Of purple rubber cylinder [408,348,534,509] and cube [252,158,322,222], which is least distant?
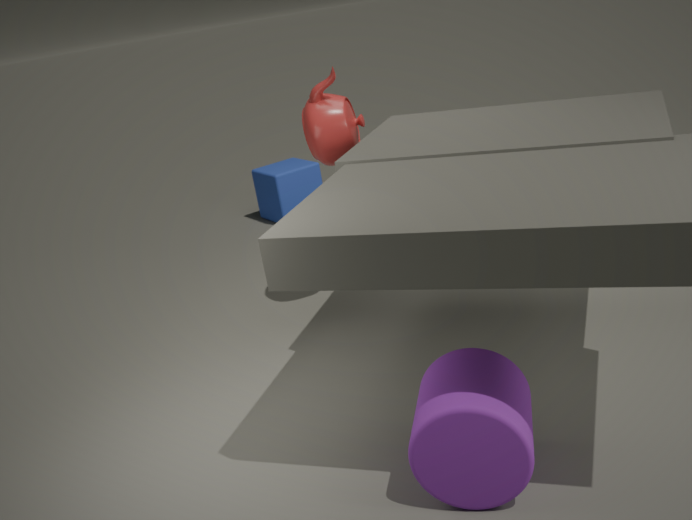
purple rubber cylinder [408,348,534,509]
